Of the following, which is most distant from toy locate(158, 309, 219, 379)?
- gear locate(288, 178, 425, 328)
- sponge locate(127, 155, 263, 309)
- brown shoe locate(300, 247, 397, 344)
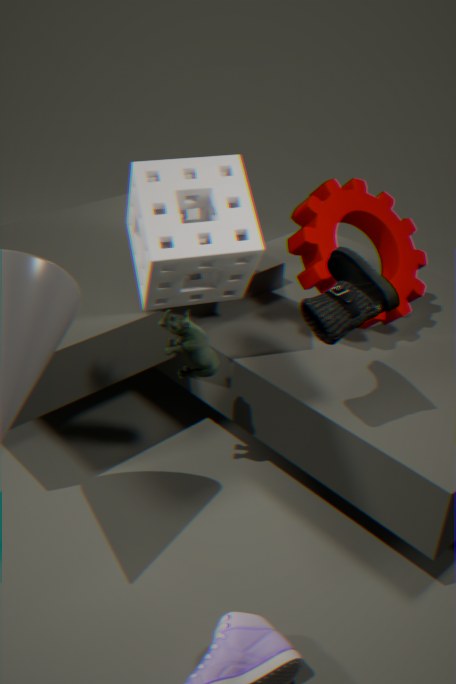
gear locate(288, 178, 425, 328)
